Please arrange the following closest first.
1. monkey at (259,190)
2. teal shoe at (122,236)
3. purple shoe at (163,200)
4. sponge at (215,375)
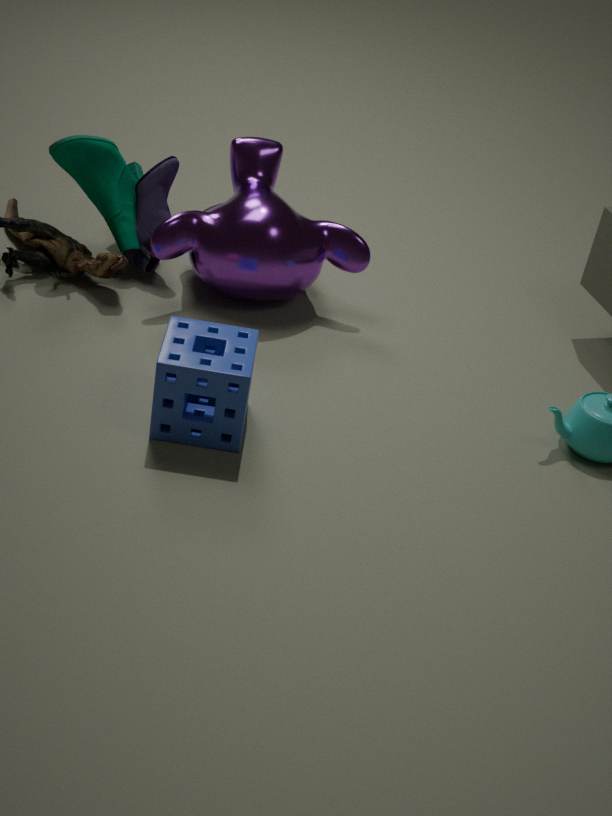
sponge at (215,375), monkey at (259,190), teal shoe at (122,236), purple shoe at (163,200)
